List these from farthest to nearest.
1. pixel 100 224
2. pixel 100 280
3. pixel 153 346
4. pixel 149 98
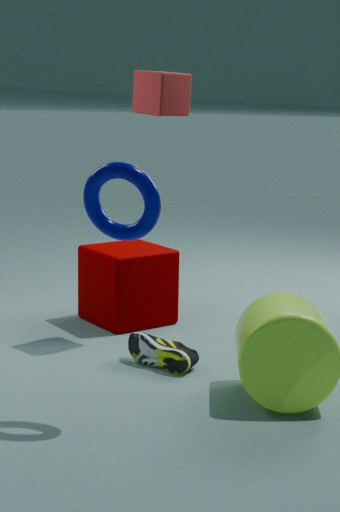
1. pixel 100 280
2. pixel 149 98
3. pixel 153 346
4. pixel 100 224
